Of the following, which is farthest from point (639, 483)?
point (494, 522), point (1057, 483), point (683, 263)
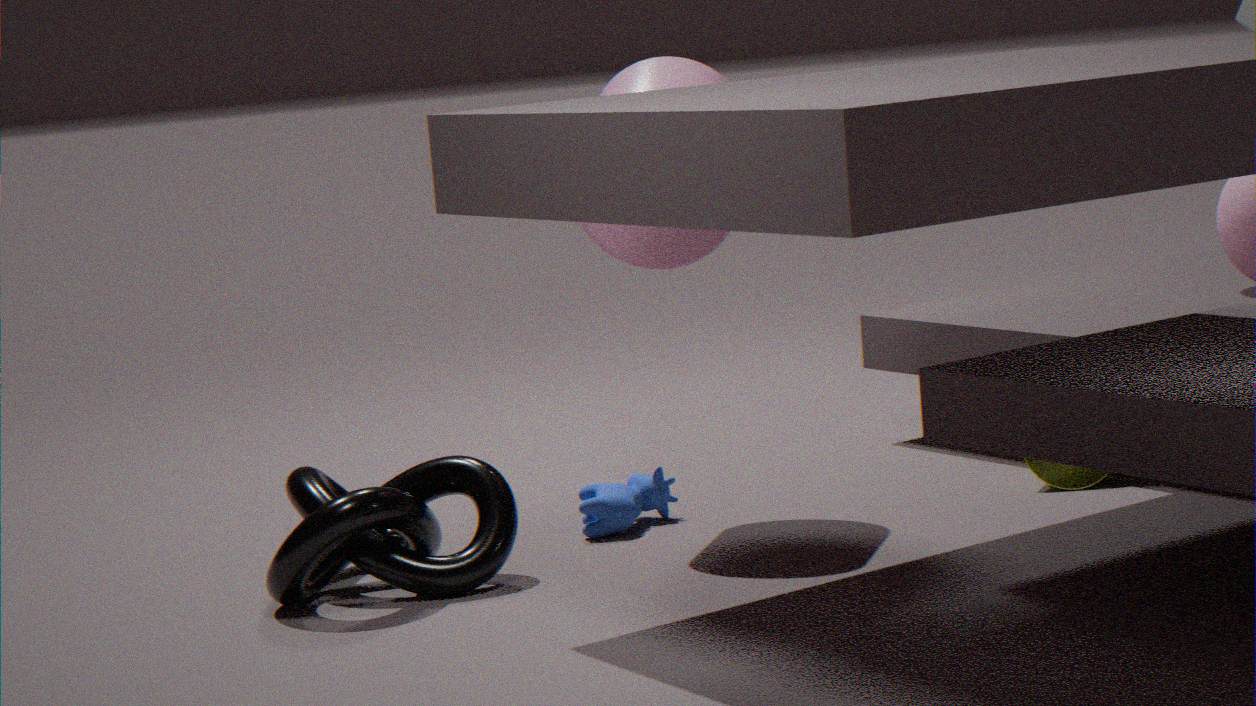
point (1057, 483)
